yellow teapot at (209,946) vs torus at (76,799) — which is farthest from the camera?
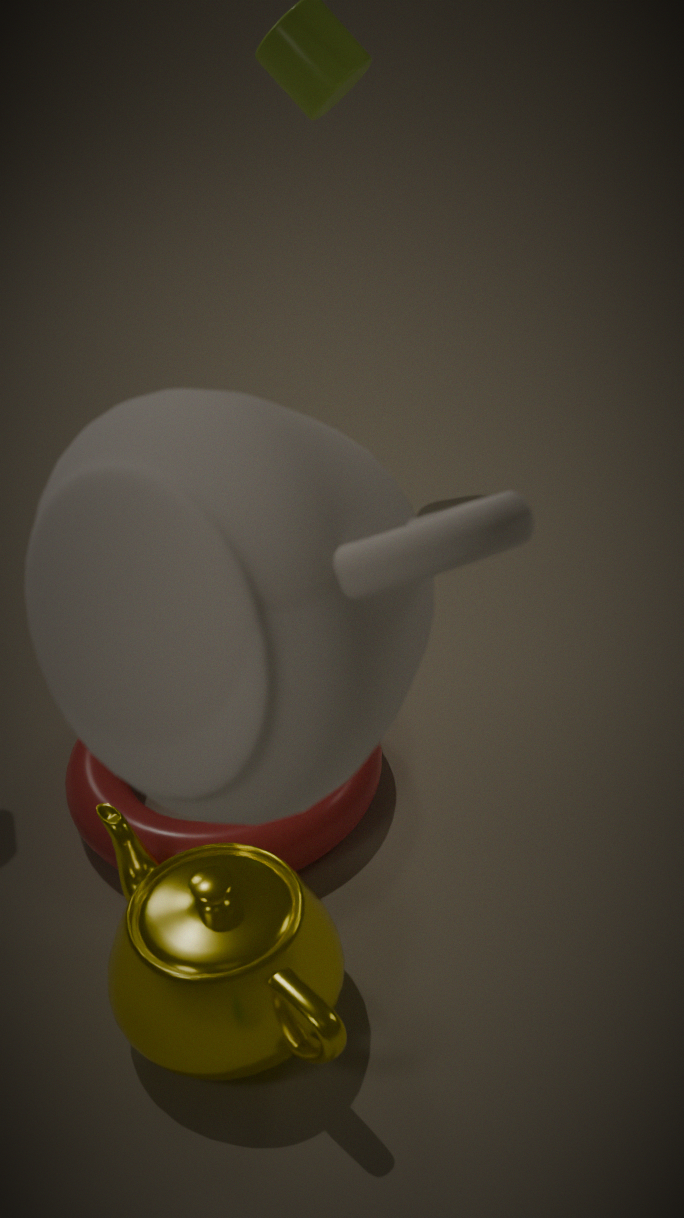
torus at (76,799)
